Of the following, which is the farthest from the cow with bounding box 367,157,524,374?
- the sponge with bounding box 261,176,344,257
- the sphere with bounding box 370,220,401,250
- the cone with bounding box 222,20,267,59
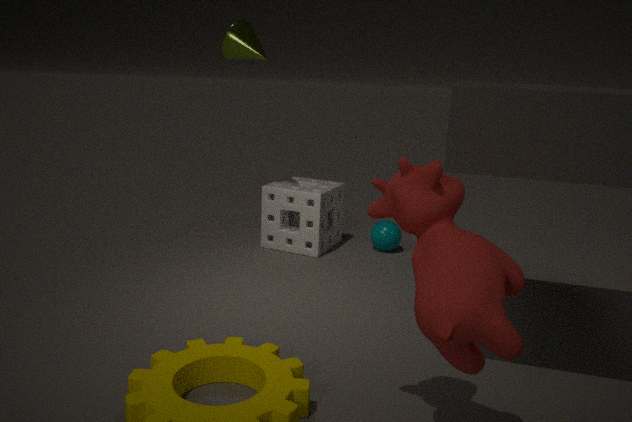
the sphere with bounding box 370,220,401,250
